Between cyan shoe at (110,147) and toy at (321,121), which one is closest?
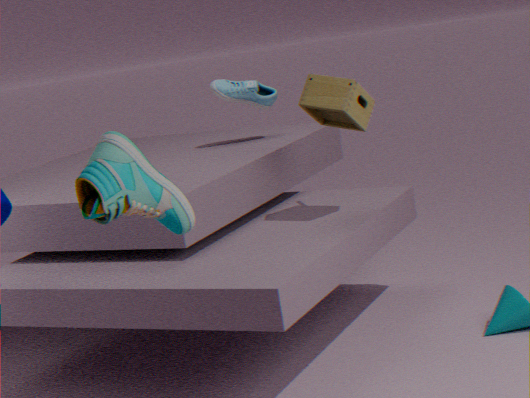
cyan shoe at (110,147)
